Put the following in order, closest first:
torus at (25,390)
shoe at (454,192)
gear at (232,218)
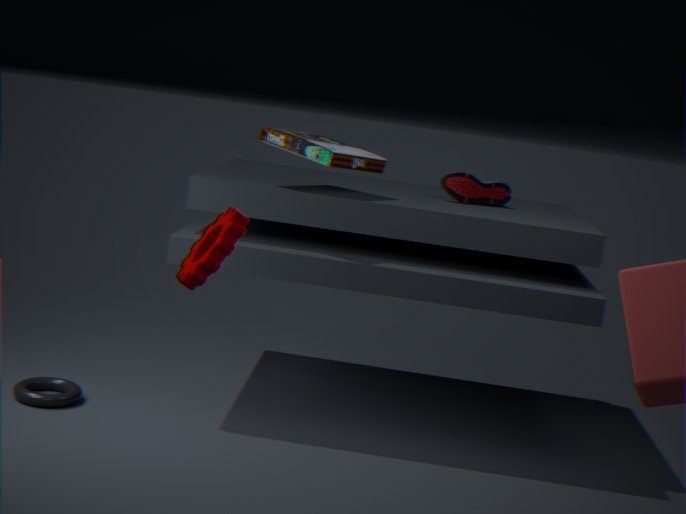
gear at (232,218)
torus at (25,390)
shoe at (454,192)
